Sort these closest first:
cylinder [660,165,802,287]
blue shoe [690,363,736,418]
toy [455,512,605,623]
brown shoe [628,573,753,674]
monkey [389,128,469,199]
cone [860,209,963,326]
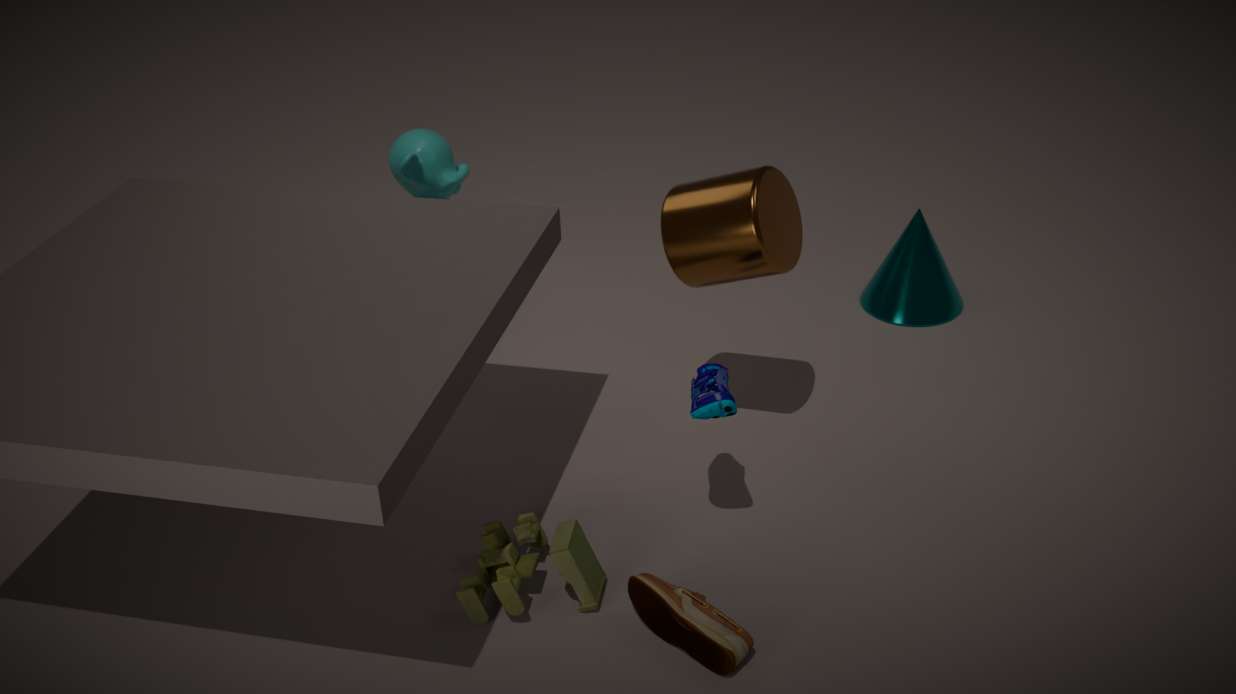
brown shoe [628,573,753,674]
toy [455,512,605,623]
blue shoe [690,363,736,418]
cylinder [660,165,802,287]
monkey [389,128,469,199]
cone [860,209,963,326]
